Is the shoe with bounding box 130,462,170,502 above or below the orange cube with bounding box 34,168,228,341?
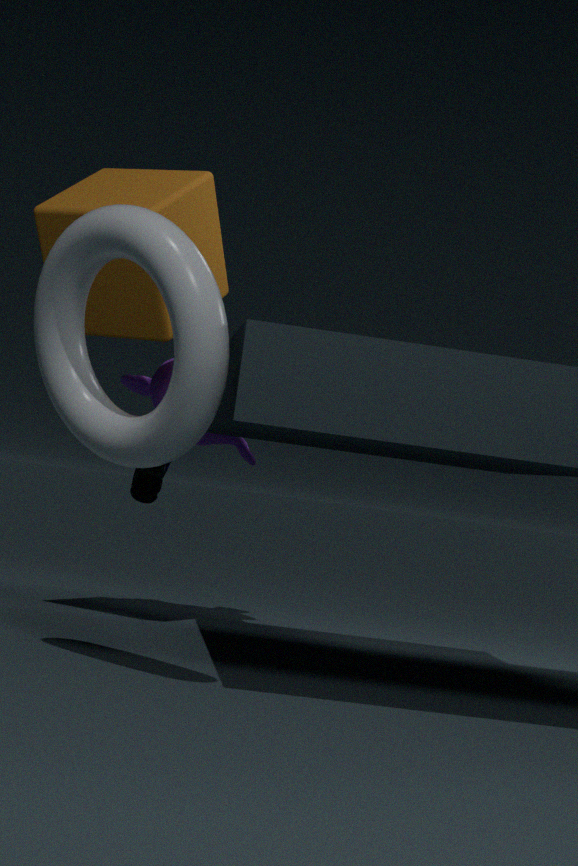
below
